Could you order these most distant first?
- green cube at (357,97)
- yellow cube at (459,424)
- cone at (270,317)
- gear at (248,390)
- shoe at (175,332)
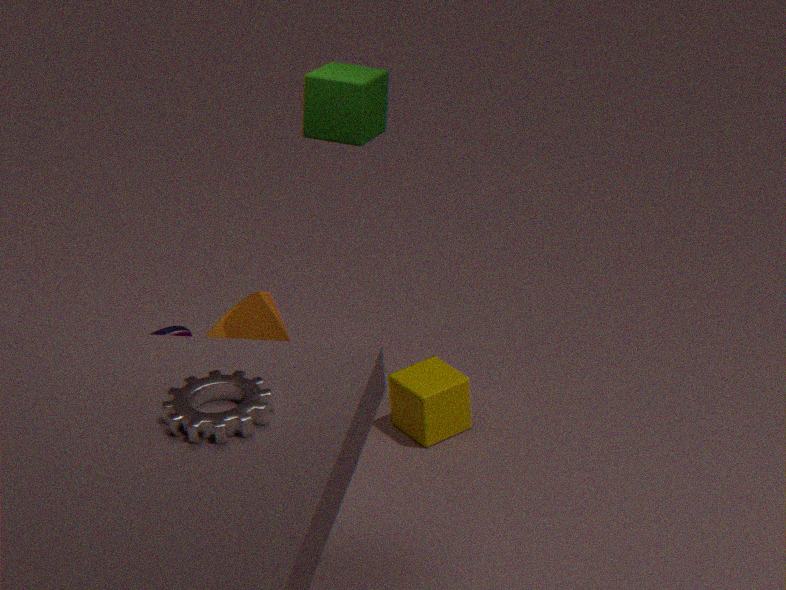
shoe at (175,332), cone at (270,317), yellow cube at (459,424), green cube at (357,97), gear at (248,390)
